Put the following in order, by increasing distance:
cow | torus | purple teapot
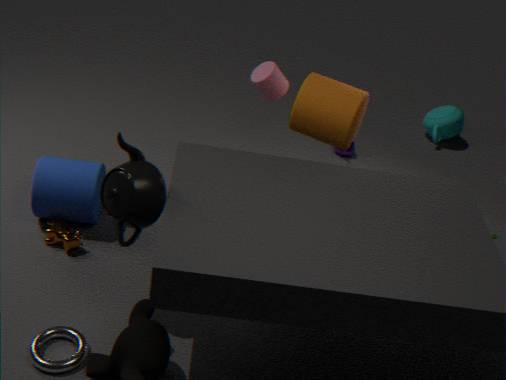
torus → cow → purple teapot
